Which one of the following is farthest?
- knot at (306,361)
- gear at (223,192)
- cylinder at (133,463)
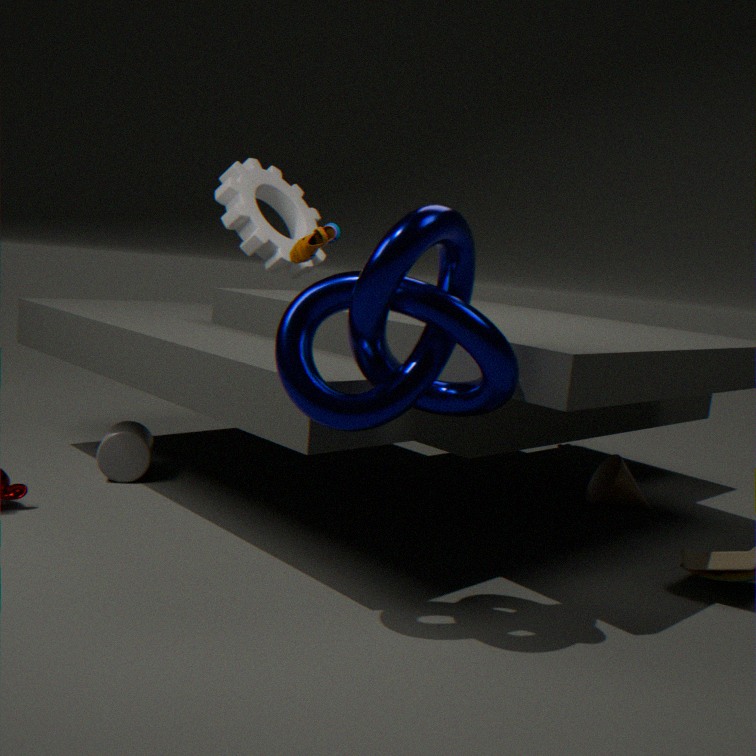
gear at (223,192)
